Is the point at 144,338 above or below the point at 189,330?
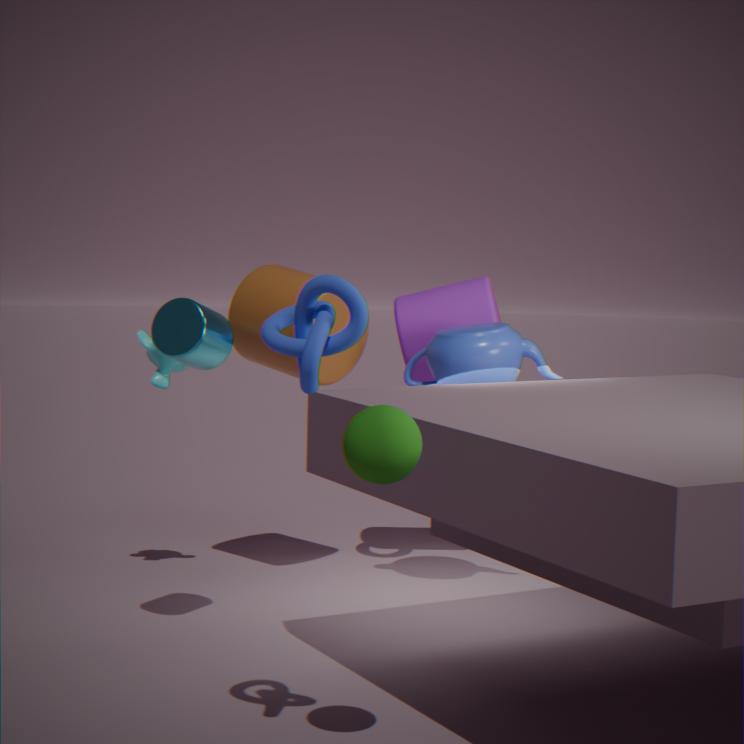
below
